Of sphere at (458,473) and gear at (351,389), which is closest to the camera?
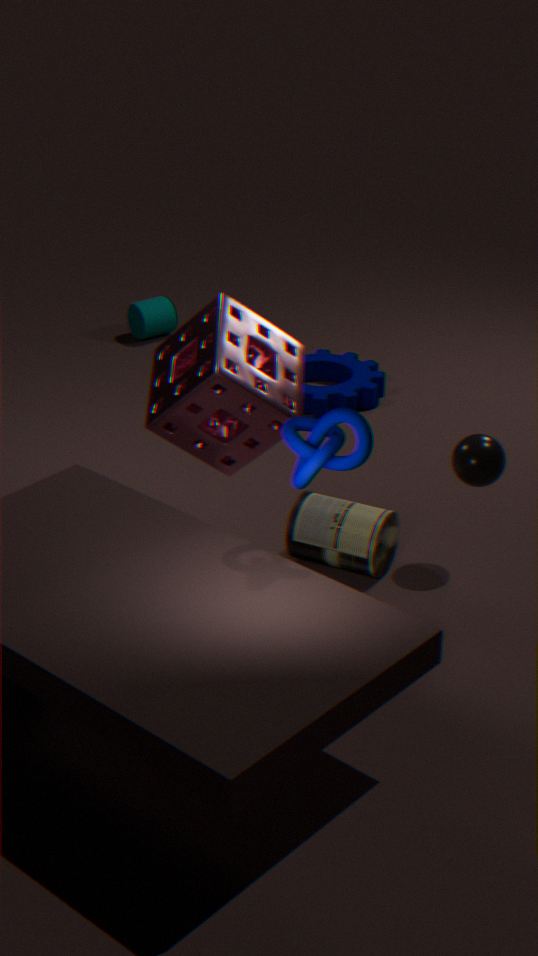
sphere at (458,473)
